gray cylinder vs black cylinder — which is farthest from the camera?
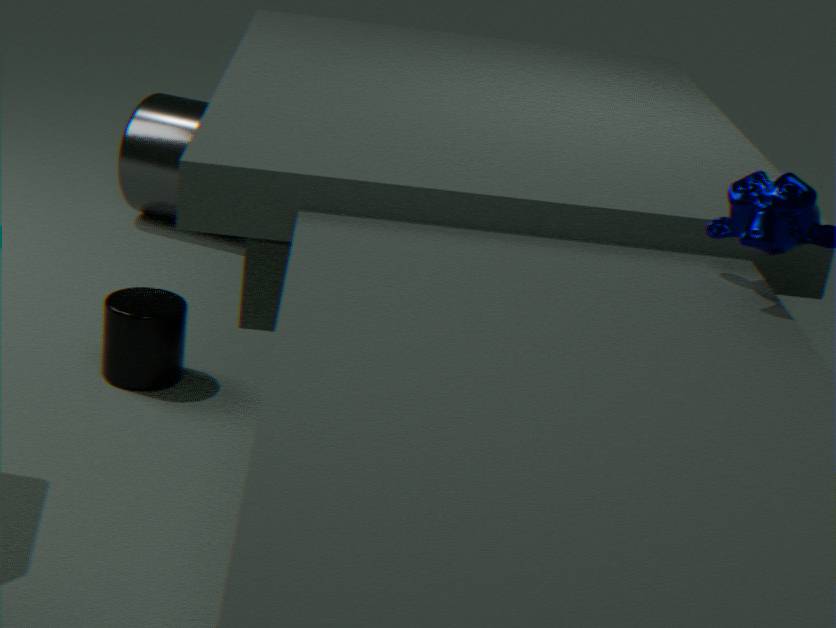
gray cylinder
